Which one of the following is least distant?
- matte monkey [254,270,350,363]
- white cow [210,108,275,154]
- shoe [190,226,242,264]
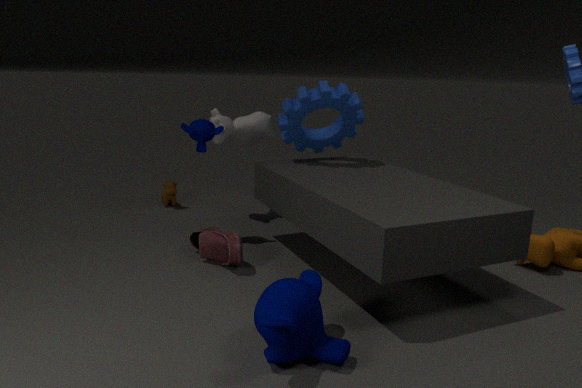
matte monkey [254,270,350,363]
